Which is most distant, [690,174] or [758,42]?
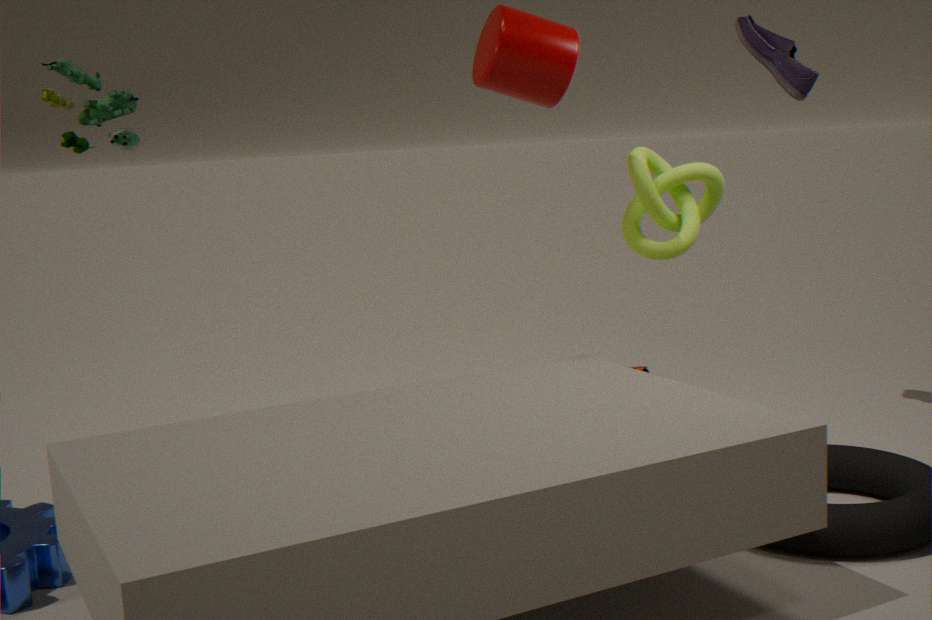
[758,42]
